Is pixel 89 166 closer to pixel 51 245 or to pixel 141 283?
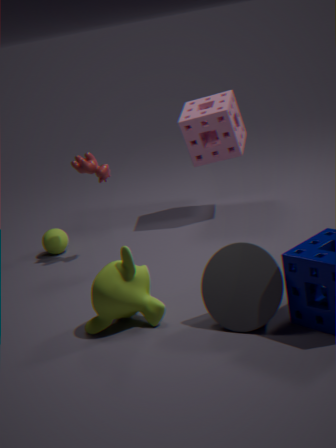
pixel 51 245
